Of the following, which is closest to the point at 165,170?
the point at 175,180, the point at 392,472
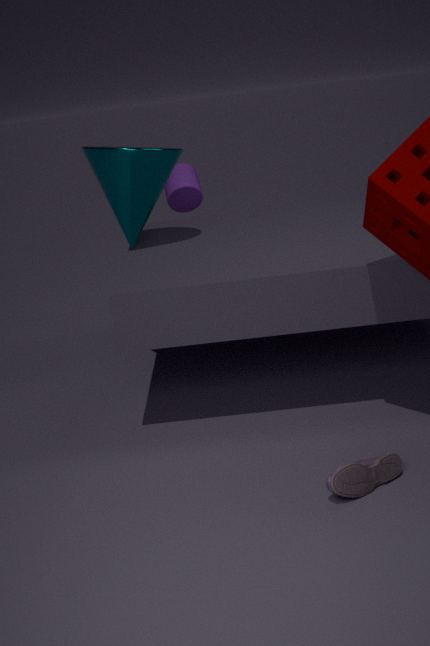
the point at 175,180
